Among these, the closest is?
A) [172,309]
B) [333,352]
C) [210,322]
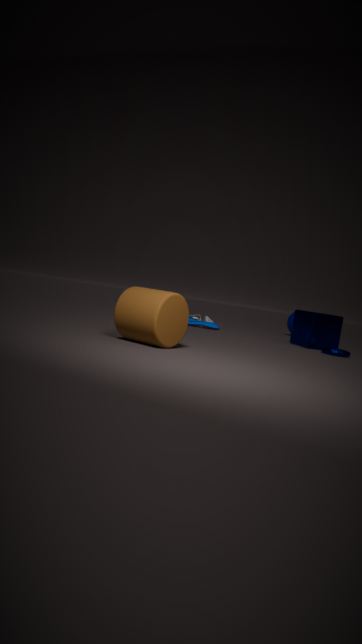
[172,309]
